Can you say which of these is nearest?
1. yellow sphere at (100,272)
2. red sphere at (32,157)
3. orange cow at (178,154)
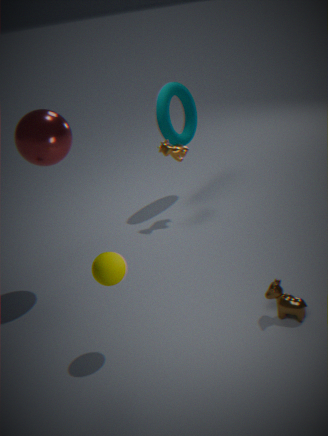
yellow sphere at (100,272)
